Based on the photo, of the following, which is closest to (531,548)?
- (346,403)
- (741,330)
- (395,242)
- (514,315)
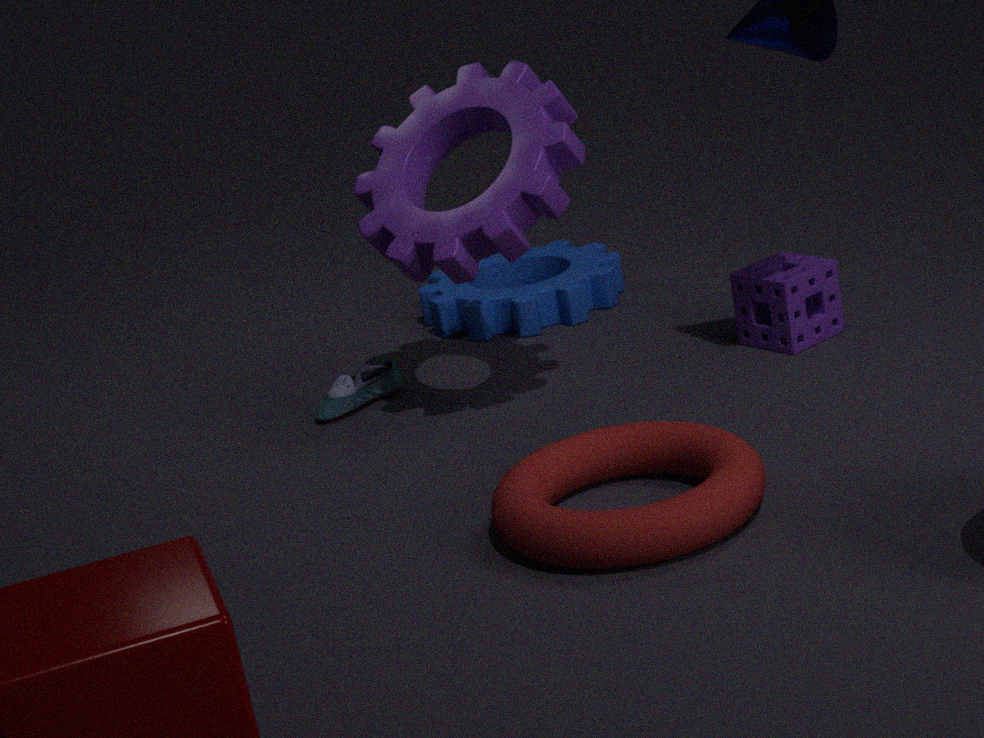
(395,242)
